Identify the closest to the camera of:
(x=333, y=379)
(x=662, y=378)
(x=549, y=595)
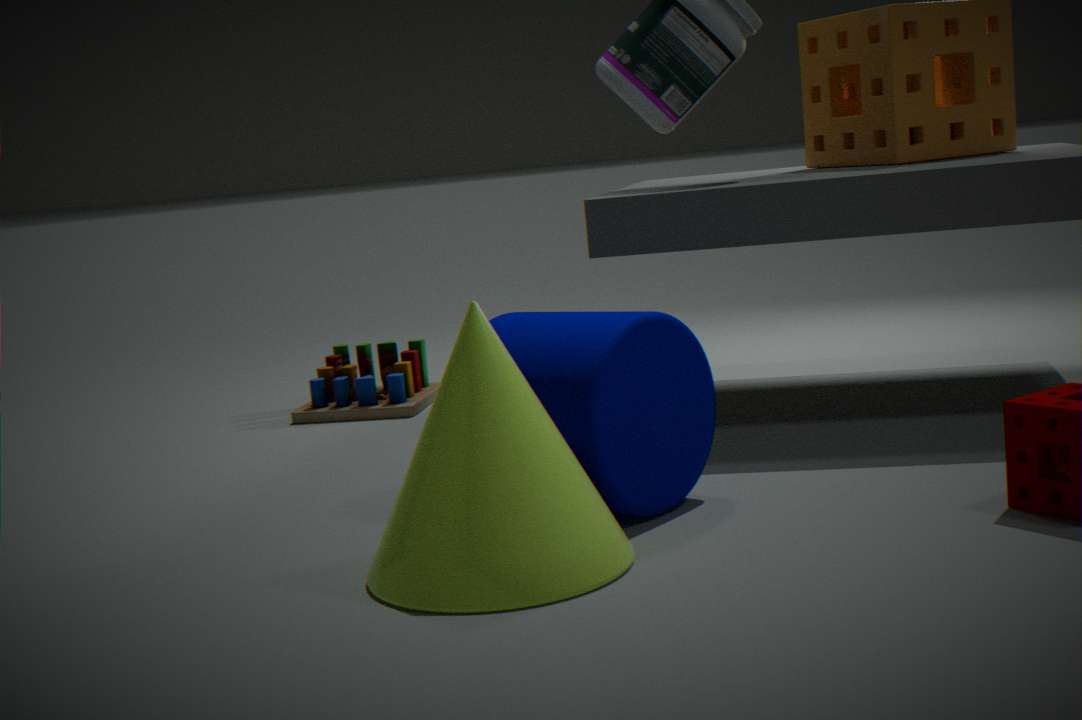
(x=549, y=595)
